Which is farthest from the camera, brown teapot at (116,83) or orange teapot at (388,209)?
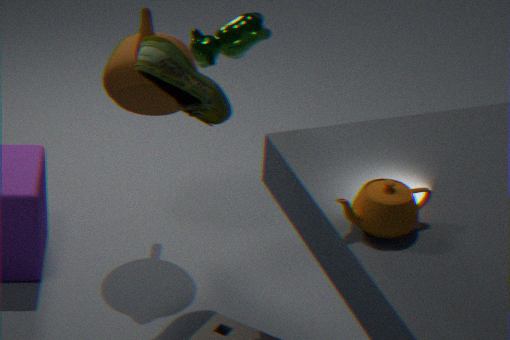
brown teapot at (116,83)
